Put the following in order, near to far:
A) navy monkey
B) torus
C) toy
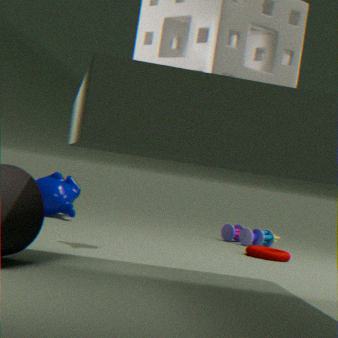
1. torus
2. navy monkey
3. toy
